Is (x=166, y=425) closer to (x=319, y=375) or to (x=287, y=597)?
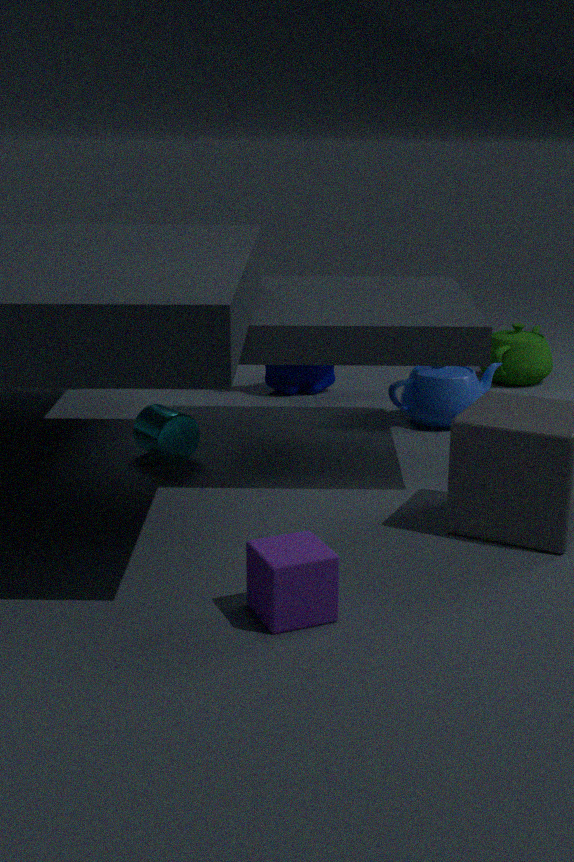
(x=319, y=375)
